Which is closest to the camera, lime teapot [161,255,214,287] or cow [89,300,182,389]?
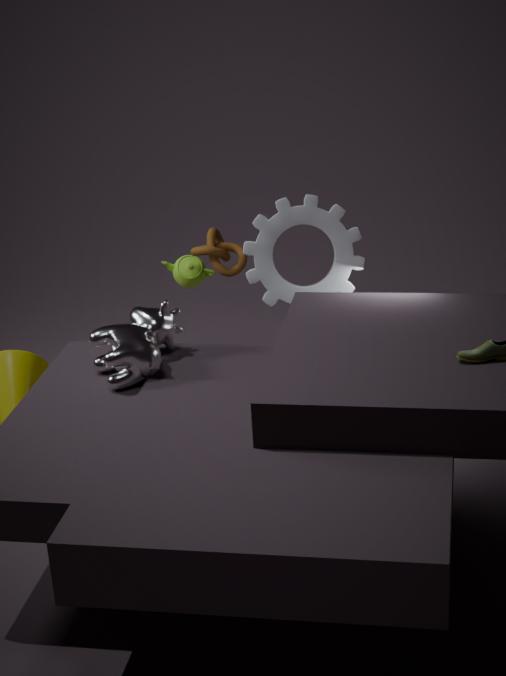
cow [89,300,182,389]
